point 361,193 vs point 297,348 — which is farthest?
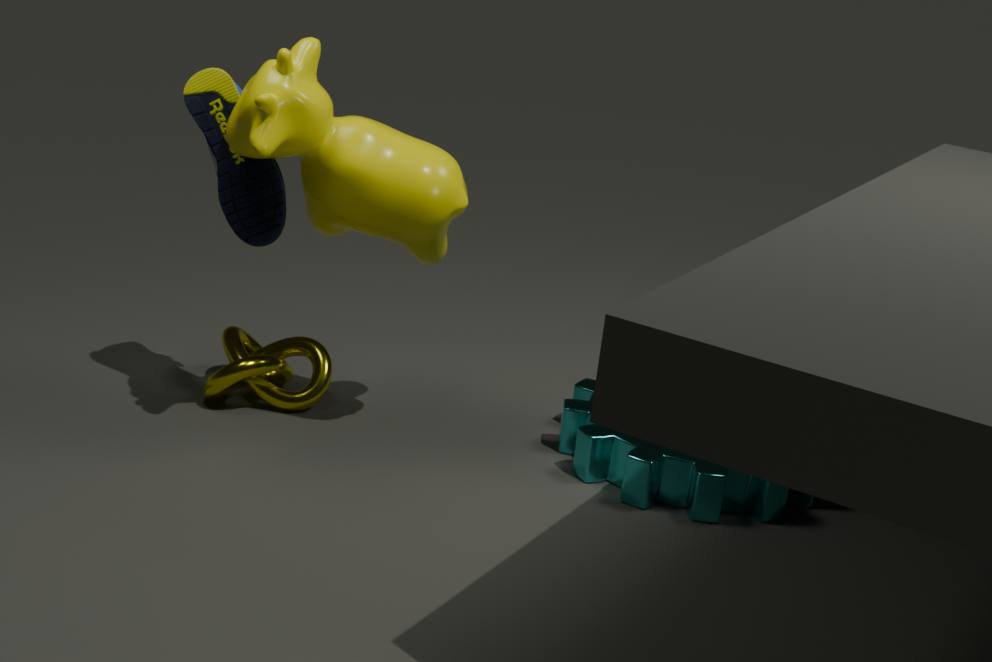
point 297,348
